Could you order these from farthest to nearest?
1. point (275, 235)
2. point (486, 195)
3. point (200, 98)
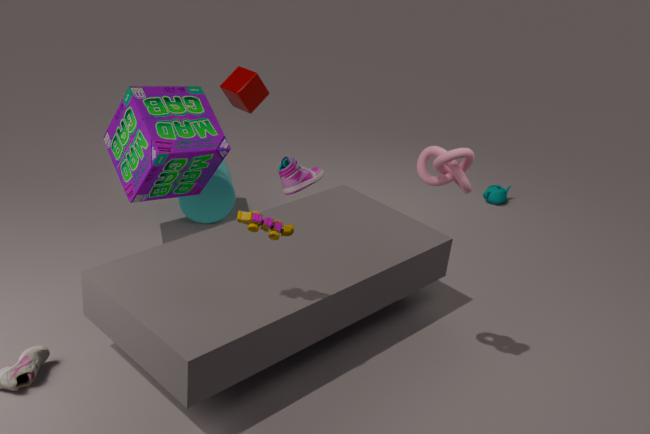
1. point (486, 195)
2. point (200, 98)
3. point (275, 235)
